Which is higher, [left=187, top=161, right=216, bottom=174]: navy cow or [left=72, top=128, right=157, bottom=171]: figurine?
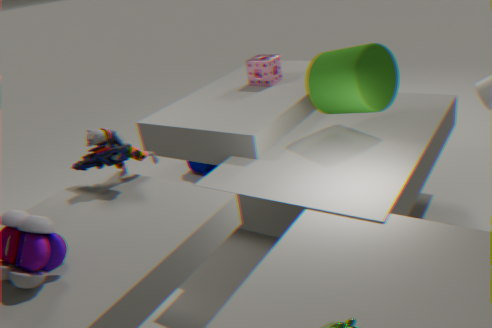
[left=72, top=128, right=157, bottom=171]: figurine
